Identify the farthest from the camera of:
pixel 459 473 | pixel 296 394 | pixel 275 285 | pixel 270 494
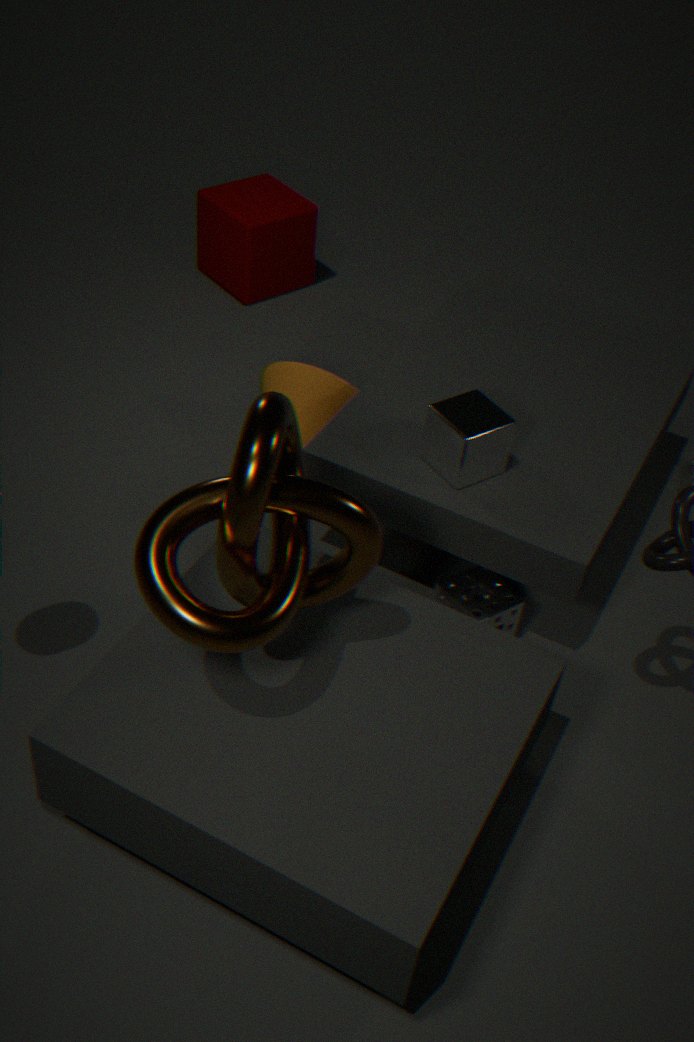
pixel 275 285
